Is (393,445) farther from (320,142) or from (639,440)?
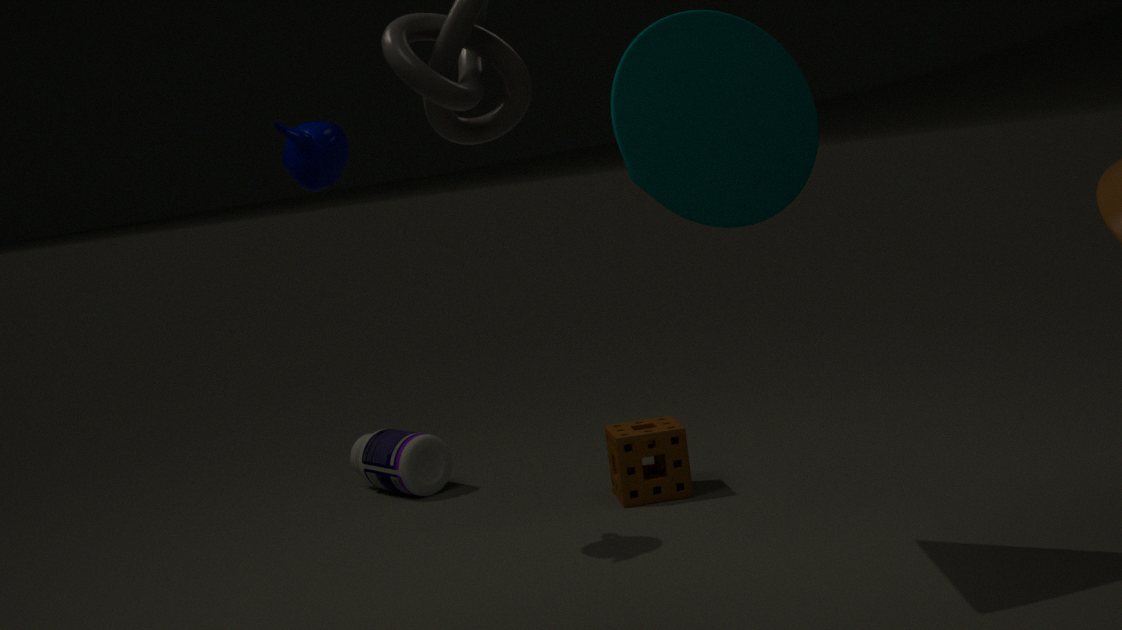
(320,142)
